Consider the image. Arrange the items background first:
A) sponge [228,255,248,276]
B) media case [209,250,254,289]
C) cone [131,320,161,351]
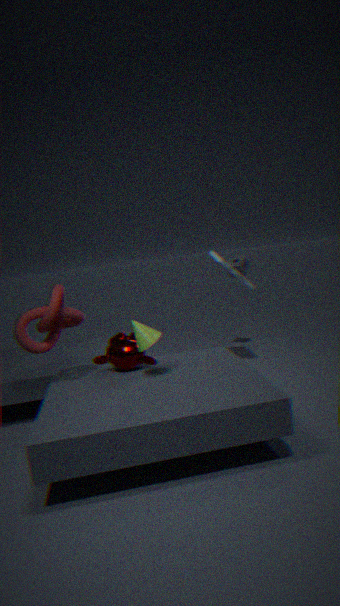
1. A. sponge [228,255,248,276]
2. B. media case [209,250,254,289]
3. C. cone [131,320,161,351]
